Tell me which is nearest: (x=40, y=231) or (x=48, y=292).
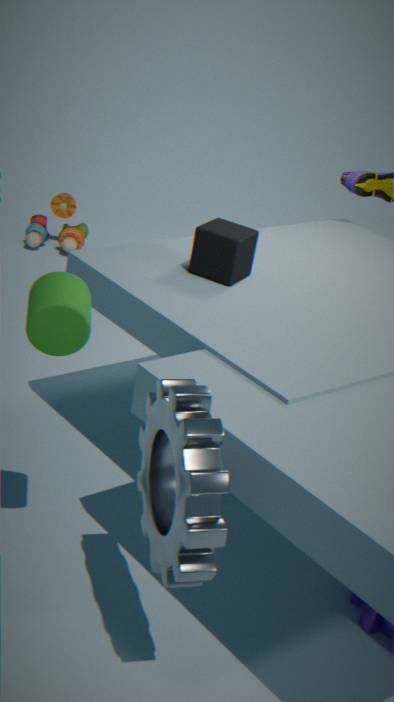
(x=48, y=292)
